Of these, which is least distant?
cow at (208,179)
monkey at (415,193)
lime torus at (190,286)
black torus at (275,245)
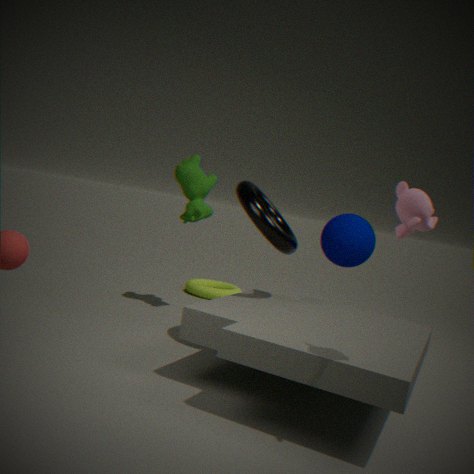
monkey at (415,193)
